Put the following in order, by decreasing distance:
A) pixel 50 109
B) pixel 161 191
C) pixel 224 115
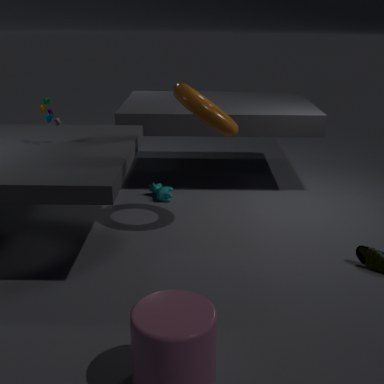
pixel 161 191, pixel 224 115, pixel 50 109
